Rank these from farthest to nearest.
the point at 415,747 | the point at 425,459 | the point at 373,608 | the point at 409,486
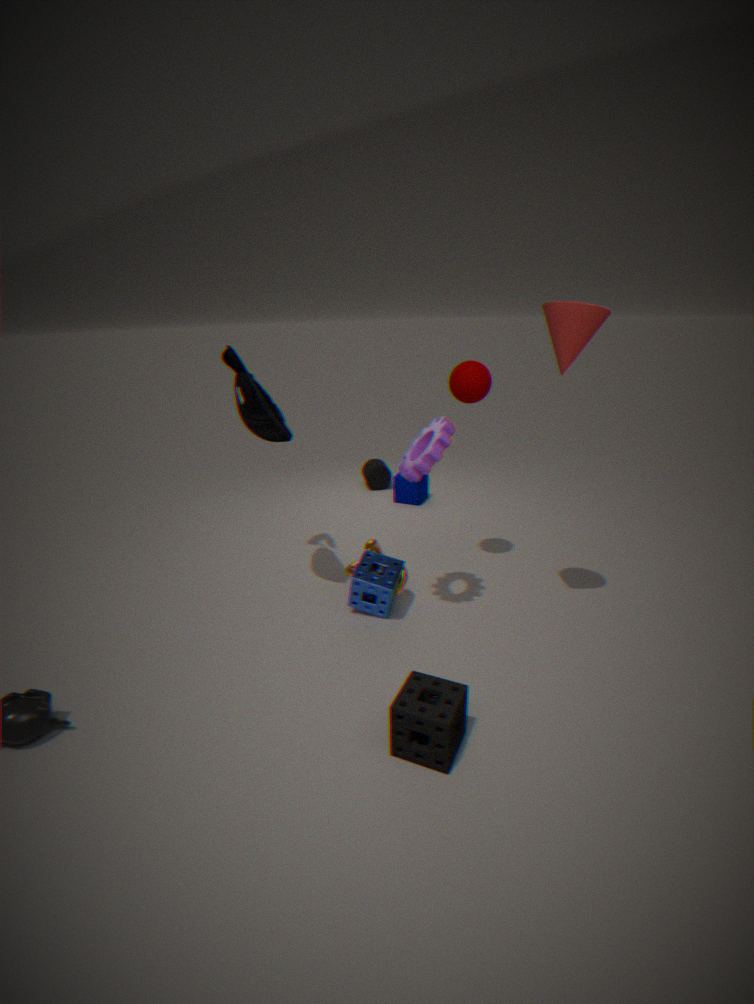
the point at 409,486 → the point at 373,608 → the point at 425,459 → the point at 415,747
